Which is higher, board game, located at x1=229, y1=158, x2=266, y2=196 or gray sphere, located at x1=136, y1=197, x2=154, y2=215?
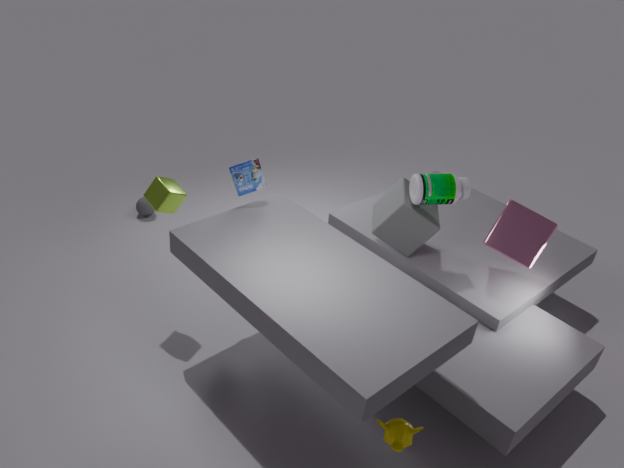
board game, located at x1=229, y1=158, x2=266, y2=196
